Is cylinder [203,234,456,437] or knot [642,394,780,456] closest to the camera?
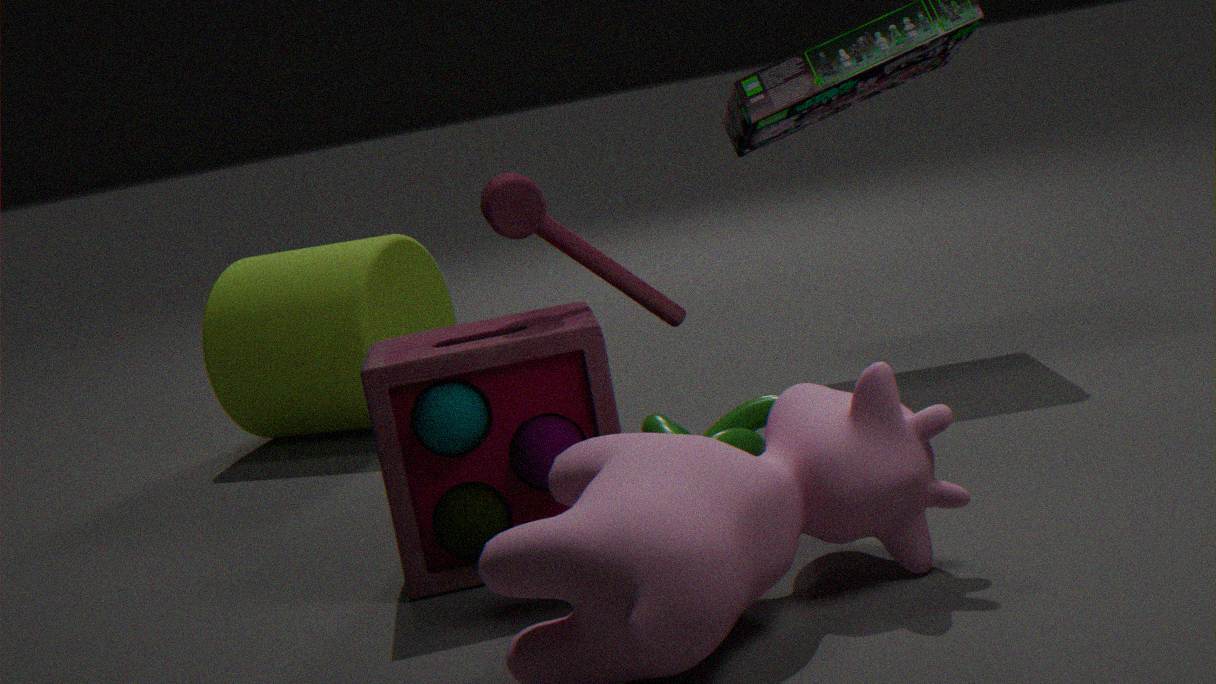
knot [642,394,780,456]
